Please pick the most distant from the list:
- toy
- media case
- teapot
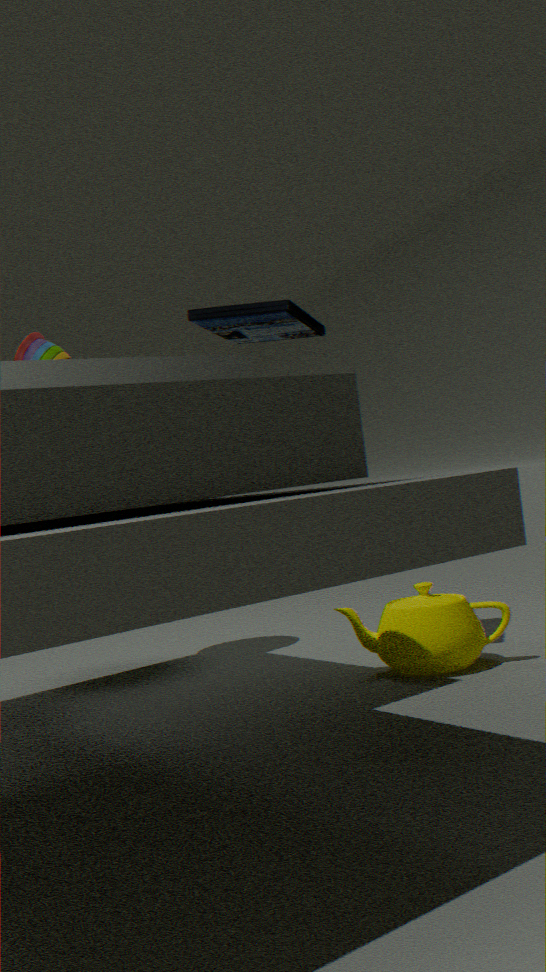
toy
